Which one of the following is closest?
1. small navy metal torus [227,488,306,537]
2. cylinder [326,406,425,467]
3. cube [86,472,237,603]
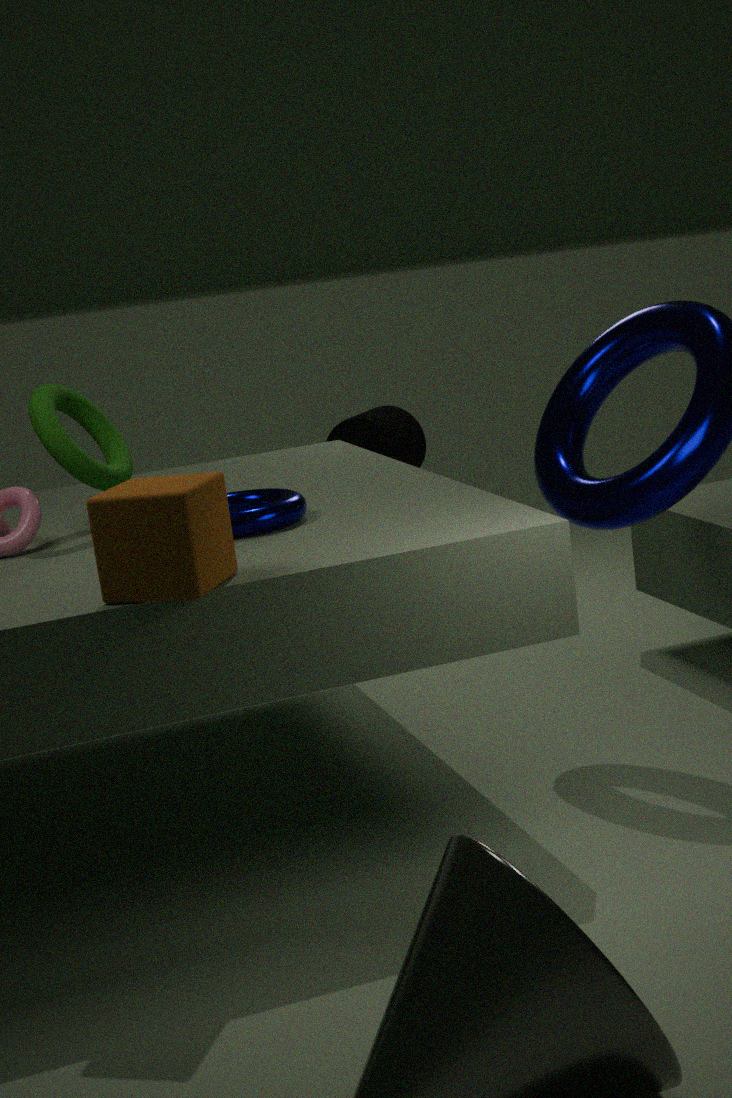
cube [86,472,237,603]
